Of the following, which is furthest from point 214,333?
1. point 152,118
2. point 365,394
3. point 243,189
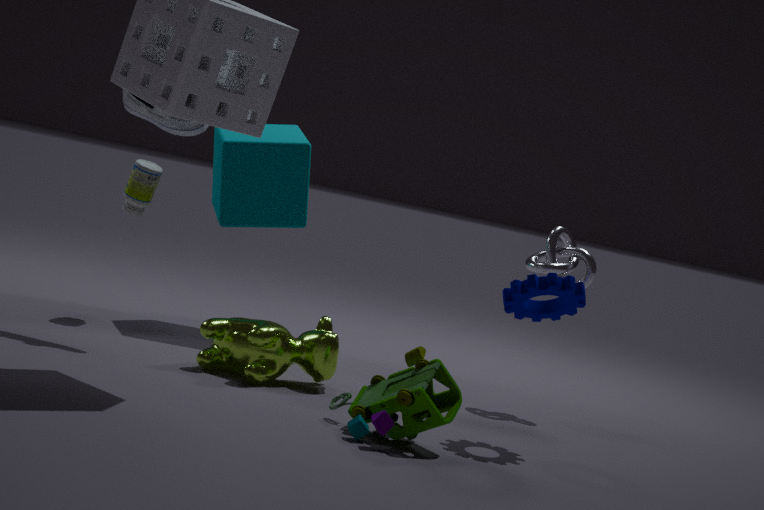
point 243,189
